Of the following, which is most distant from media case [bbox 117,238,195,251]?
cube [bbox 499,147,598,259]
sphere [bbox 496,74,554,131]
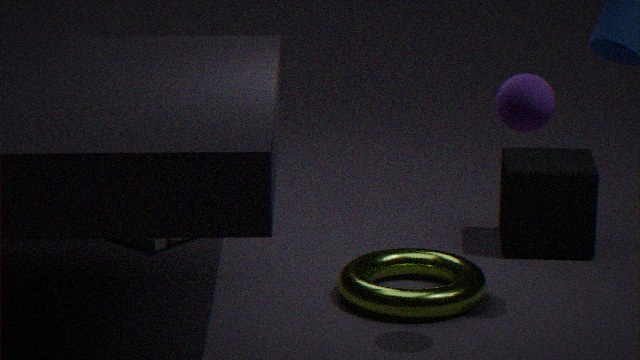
sphere [bbox 496,74,554,131]
